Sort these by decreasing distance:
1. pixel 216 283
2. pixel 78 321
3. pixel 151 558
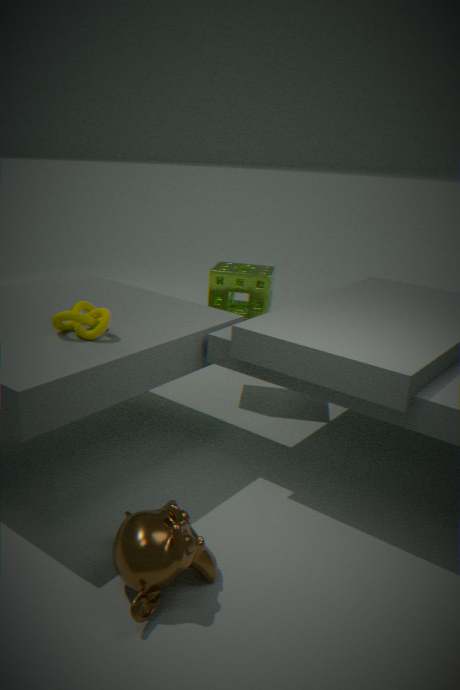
pixel 216 283 → pixel 78 321 → pixel 151 558
